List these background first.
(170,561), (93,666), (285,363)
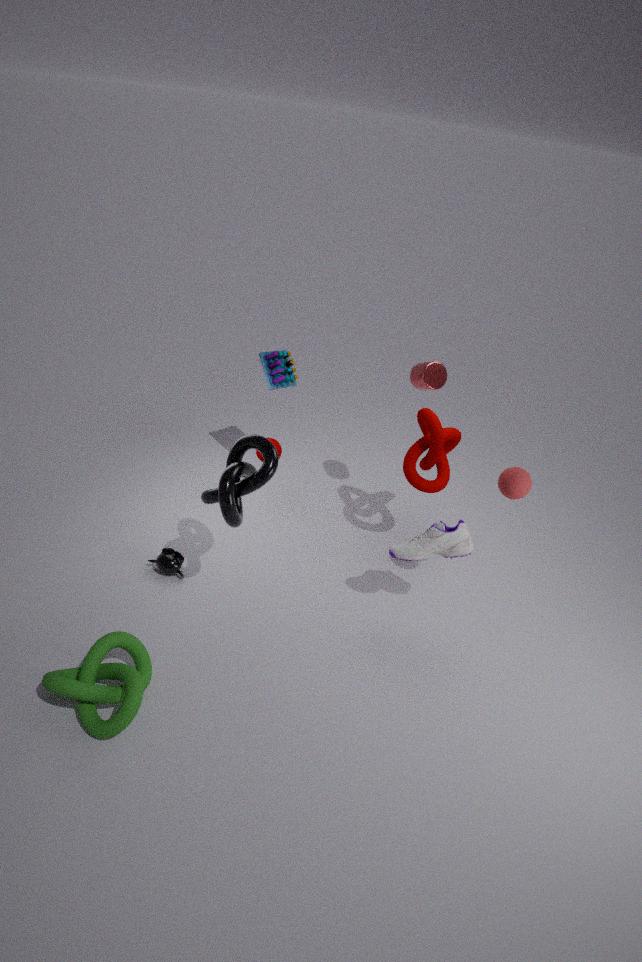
1. (285,363)
2. (170,561)
3. (93,666)
